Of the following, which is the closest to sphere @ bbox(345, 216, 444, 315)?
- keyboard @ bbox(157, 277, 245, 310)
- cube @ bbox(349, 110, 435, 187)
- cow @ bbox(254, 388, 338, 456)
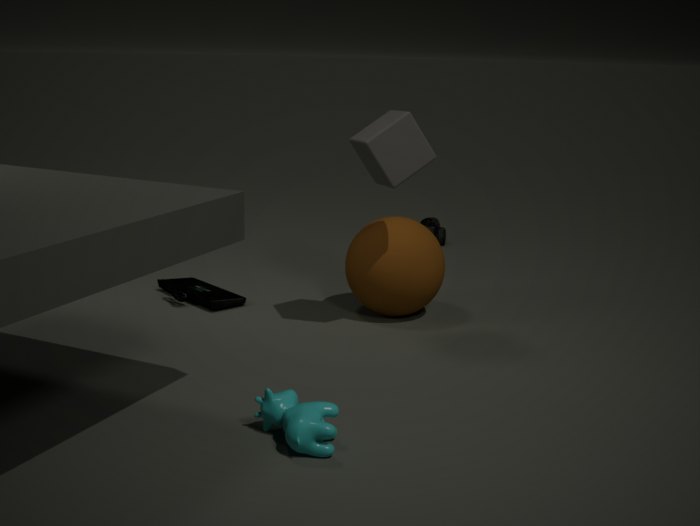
cube @ bbox(349, 110, 435, 187)
